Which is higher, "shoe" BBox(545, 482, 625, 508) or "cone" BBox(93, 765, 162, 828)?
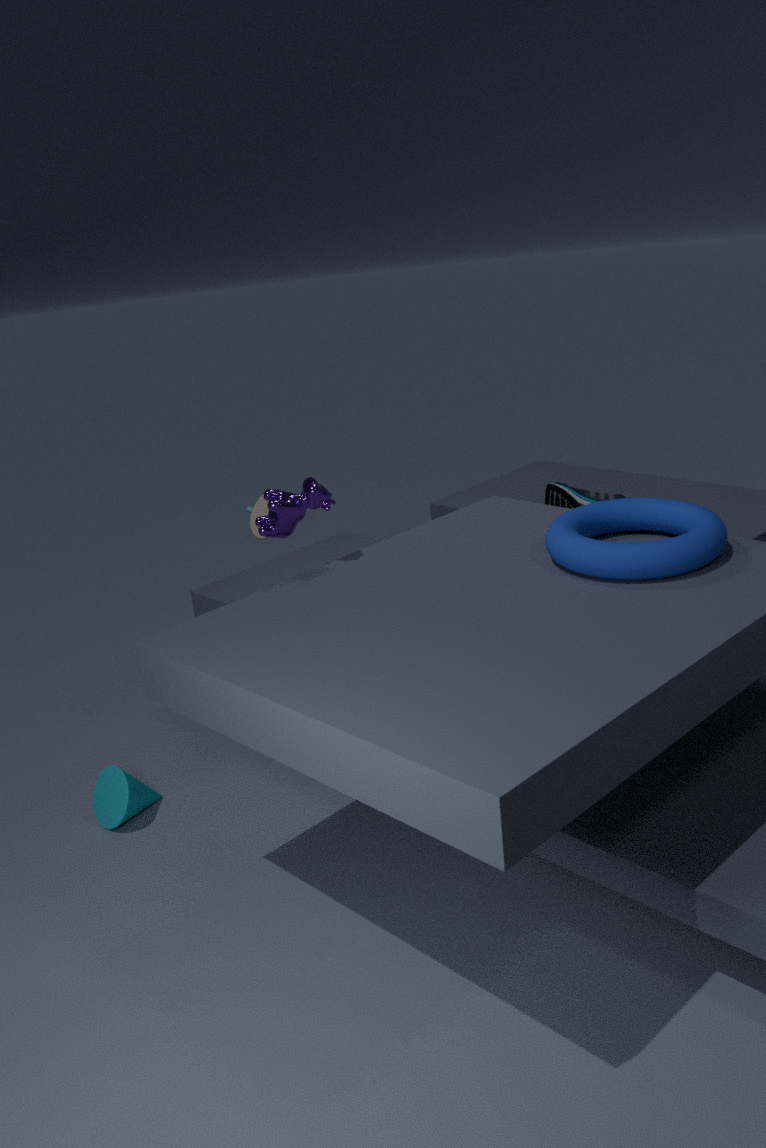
"shoe" BBox(545, 482, 625, 508)
